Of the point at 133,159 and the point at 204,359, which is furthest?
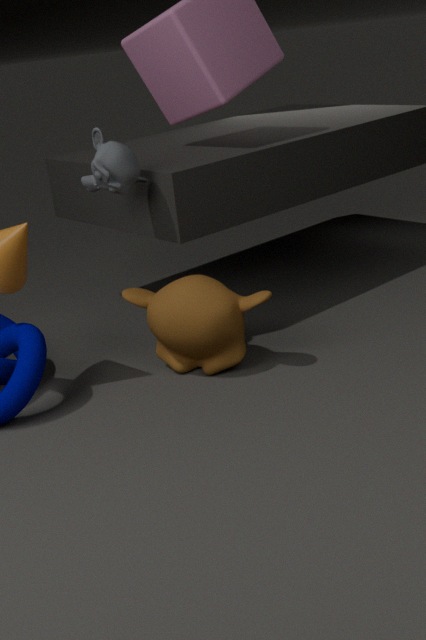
the point at 204,359
